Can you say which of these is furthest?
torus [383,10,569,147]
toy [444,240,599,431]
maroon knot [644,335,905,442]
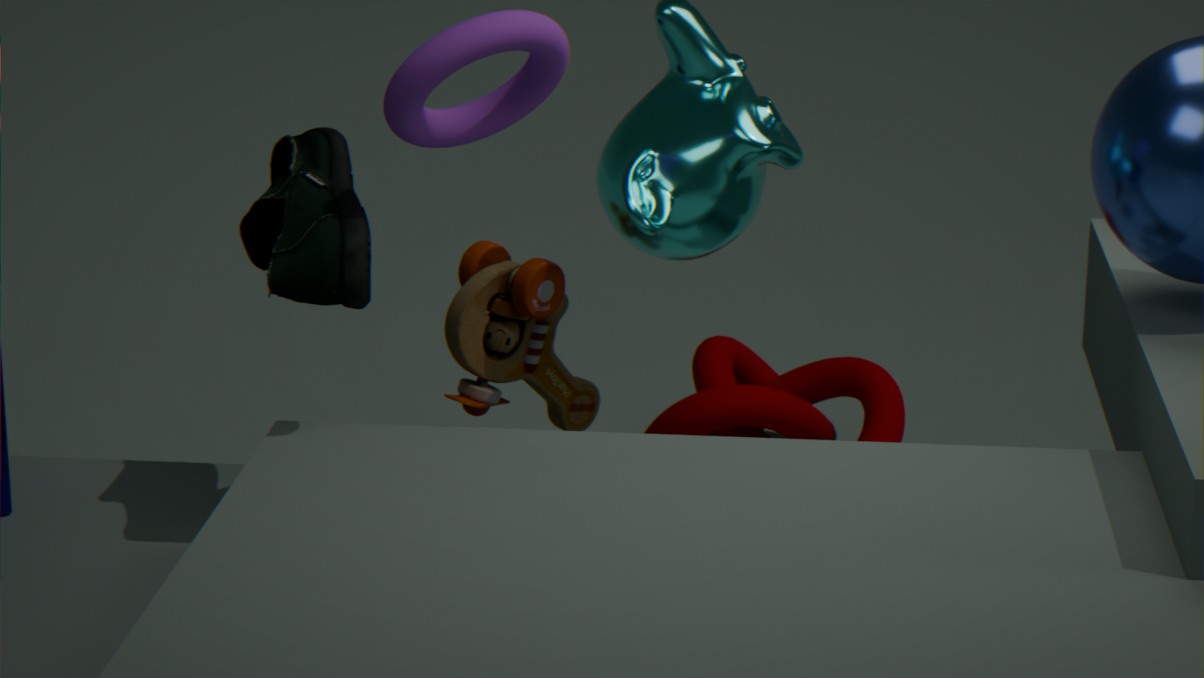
maroon knot [644,335,905,442]
